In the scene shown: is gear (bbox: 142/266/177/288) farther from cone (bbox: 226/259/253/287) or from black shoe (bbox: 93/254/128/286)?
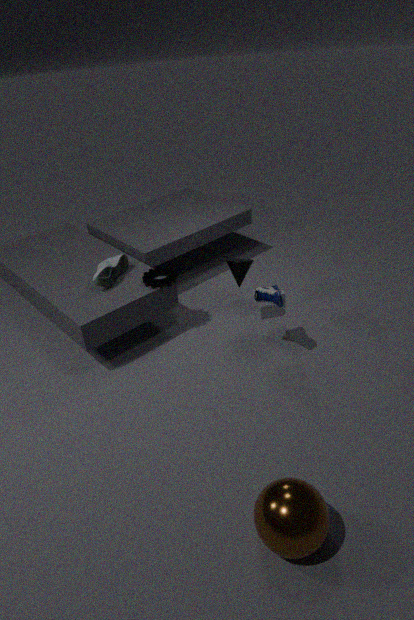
cone (bbox: 226/259/253/287)
